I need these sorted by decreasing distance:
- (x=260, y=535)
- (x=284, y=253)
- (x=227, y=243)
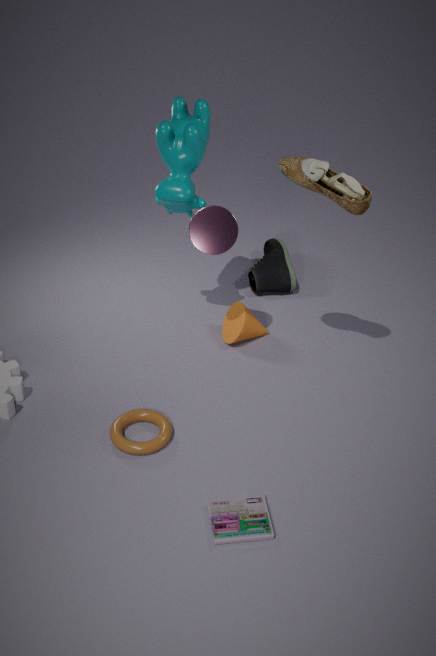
(x=284, y=253), (x=227, y=243), (x=260, y=535)
